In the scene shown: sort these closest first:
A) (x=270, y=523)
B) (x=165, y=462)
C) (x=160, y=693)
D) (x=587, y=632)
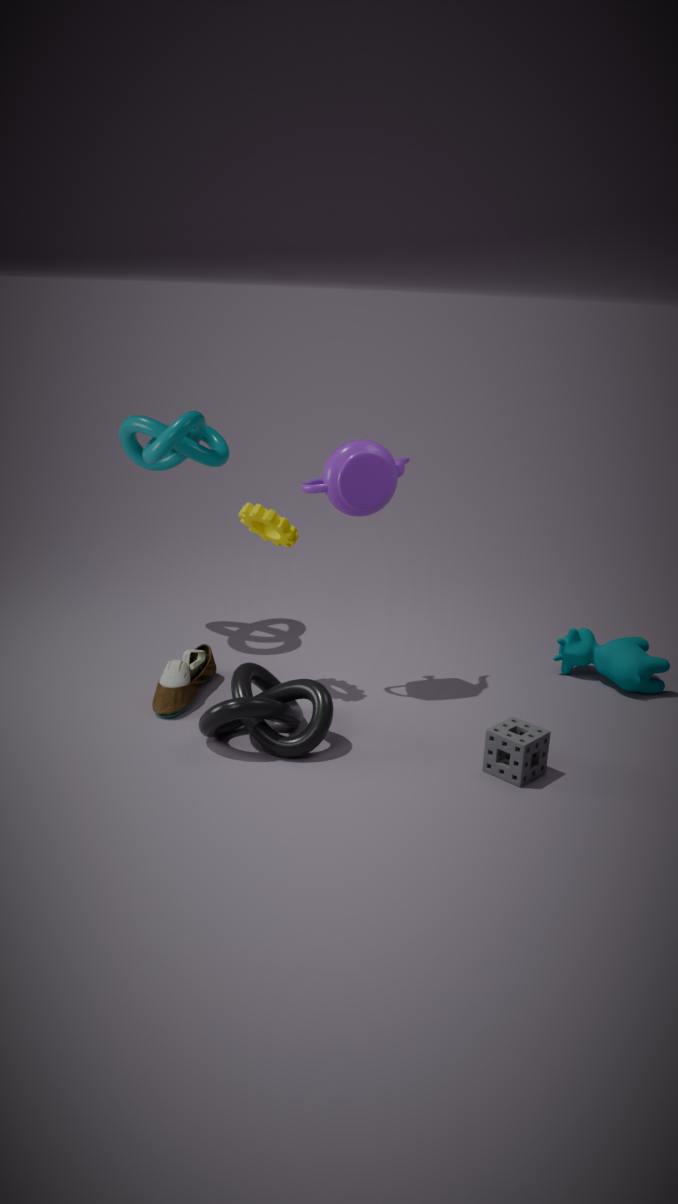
(x=270, y=523) → (x=160, y=693) → (x=587, y=632) → (x=165, y=462)
